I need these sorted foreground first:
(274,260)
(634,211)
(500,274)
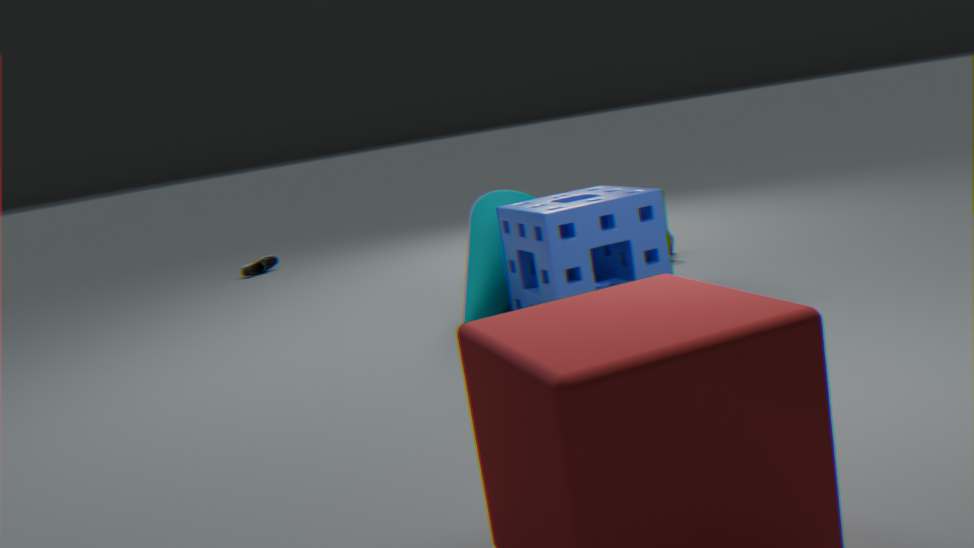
1. (634,211)
2. (500,274)
3. (274,260)
